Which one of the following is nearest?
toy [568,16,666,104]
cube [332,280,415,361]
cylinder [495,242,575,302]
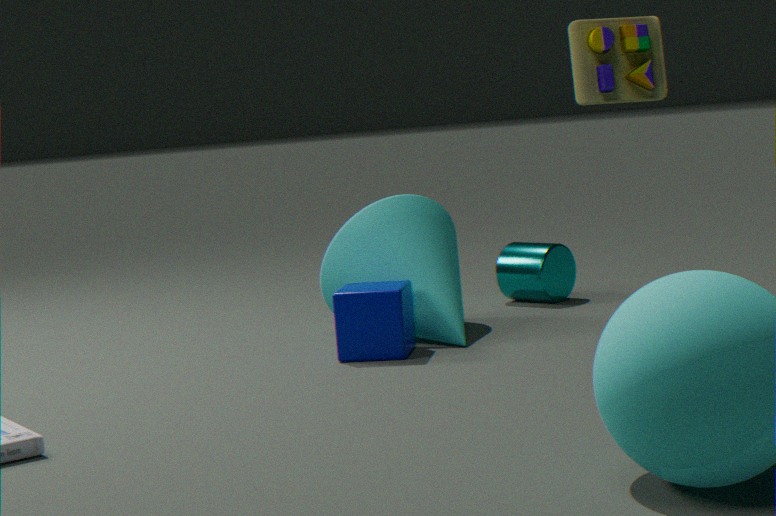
toy [568,16,666,104]
